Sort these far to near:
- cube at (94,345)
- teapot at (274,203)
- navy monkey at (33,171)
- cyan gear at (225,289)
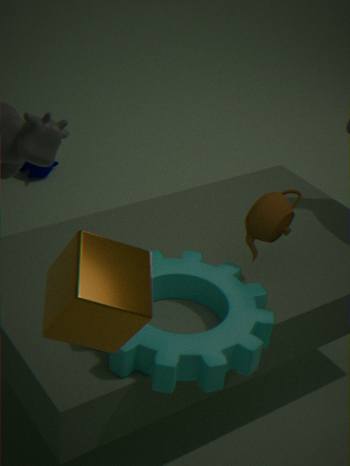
navy monkey at (33,171) → teapot at (274,203) → cyan gear at (225,289) → cube at (94,345)
